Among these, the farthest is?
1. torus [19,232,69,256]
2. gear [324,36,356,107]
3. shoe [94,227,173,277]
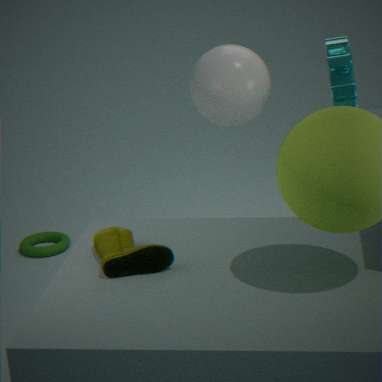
torus [19,232,69,256]
